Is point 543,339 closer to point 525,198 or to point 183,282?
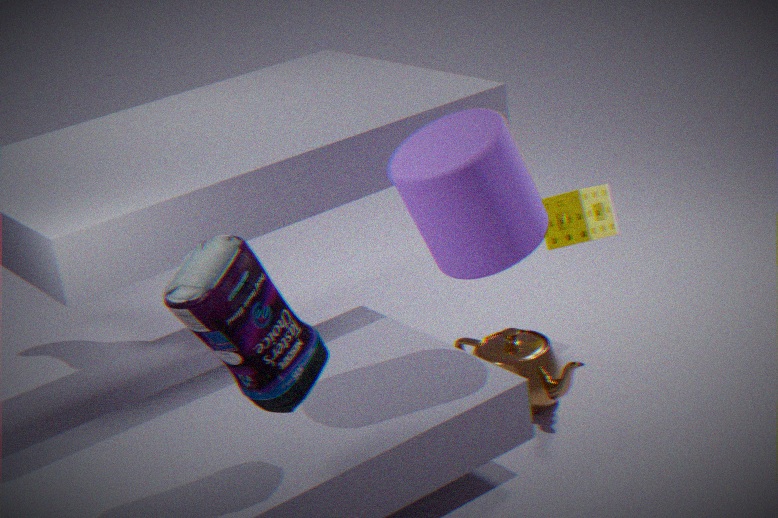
point 525,198
